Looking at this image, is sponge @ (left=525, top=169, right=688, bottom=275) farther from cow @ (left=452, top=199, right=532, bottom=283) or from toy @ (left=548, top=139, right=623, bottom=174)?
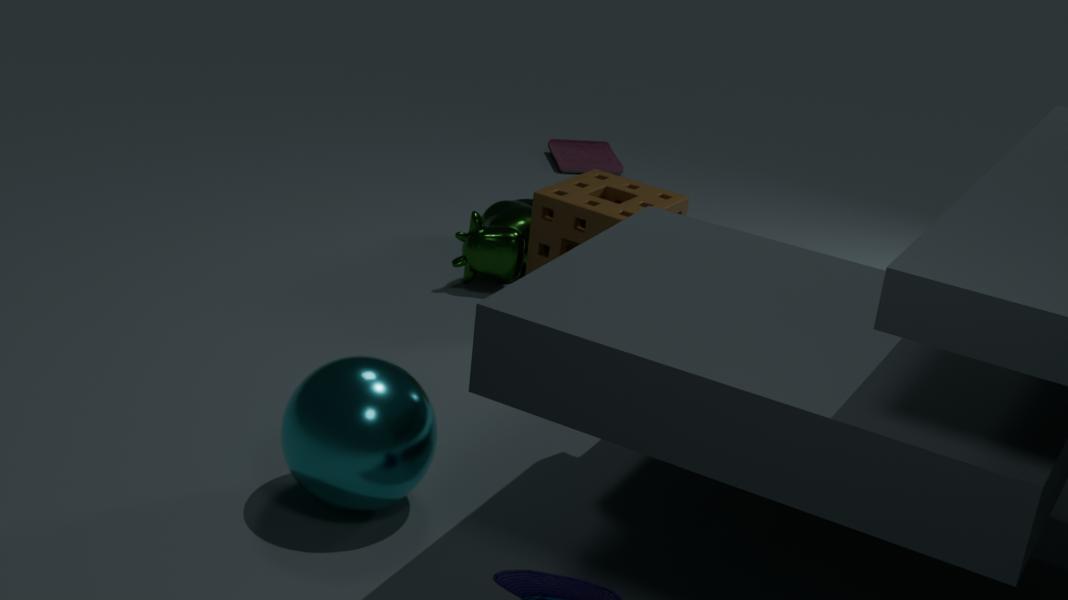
toy @ (left=548, top=139, right=623, bottom=174)
